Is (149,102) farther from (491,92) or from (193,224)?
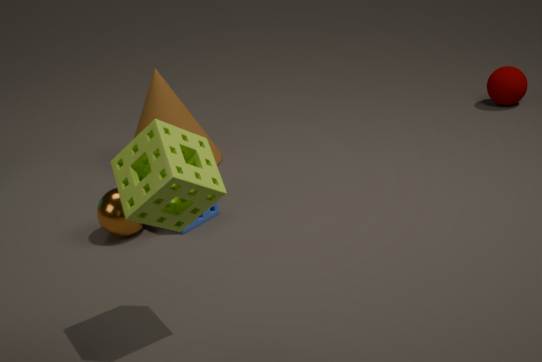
(491,92)
